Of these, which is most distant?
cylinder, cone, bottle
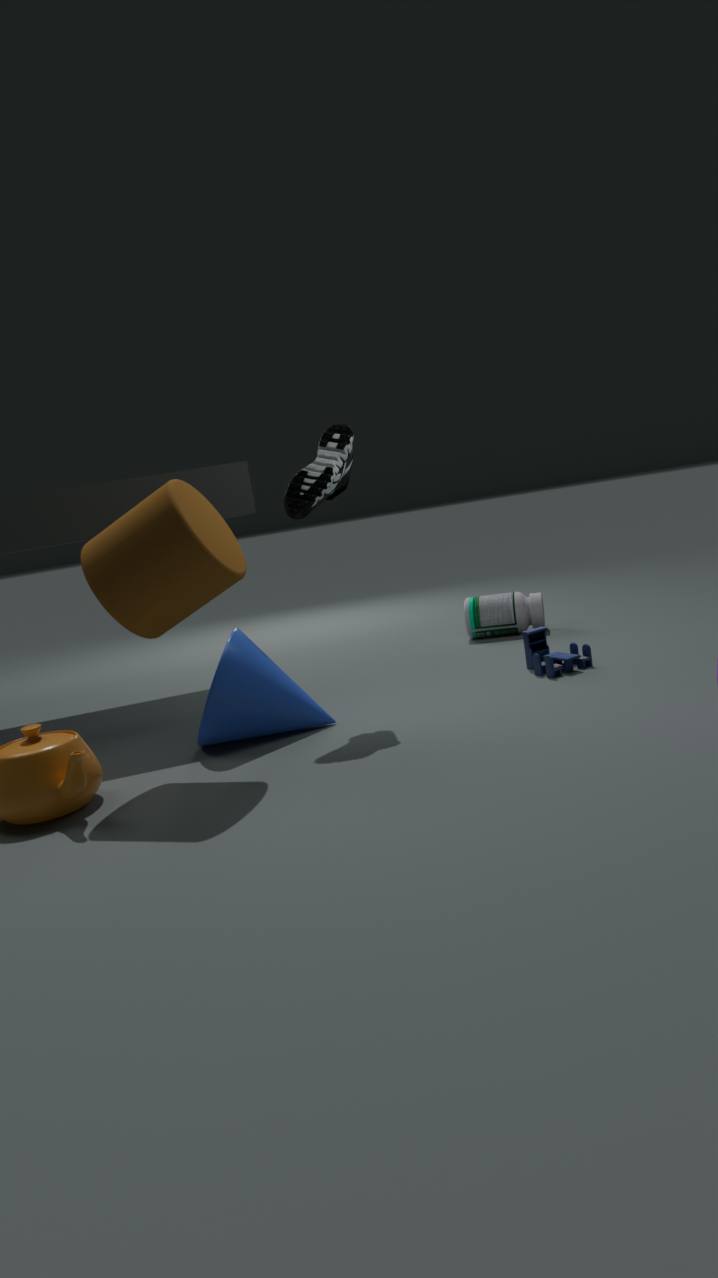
bottle
